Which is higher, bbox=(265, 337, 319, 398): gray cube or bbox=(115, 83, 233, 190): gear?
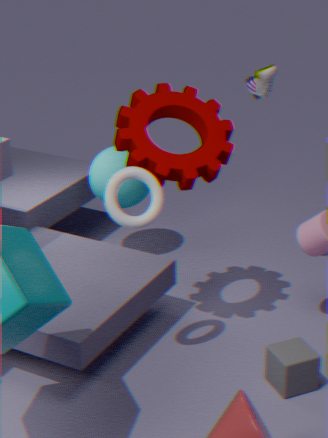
bbox=(115, 83, 233, 190): gear
